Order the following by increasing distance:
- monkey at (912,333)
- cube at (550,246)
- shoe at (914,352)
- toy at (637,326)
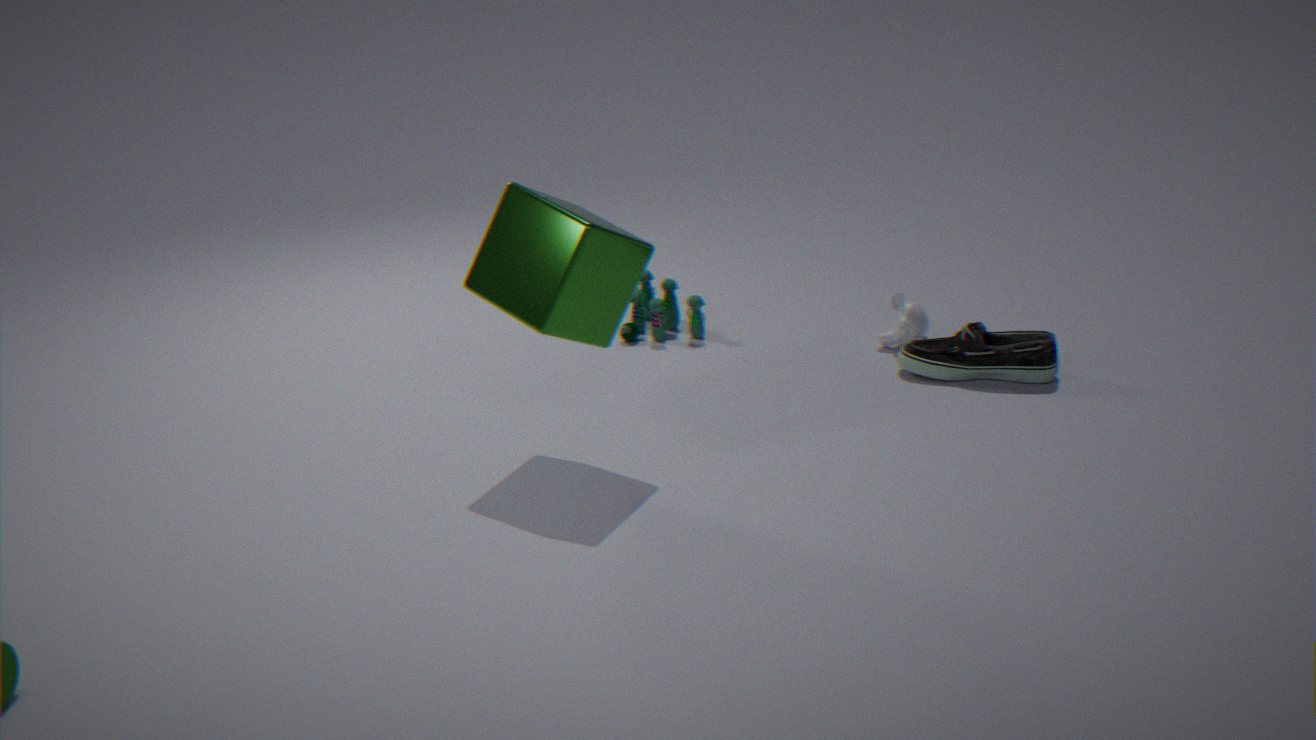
1. cube at (550,246)
2. shoe at (914,352)
3. monkey at (912,333)
4. toy at (637,326)
